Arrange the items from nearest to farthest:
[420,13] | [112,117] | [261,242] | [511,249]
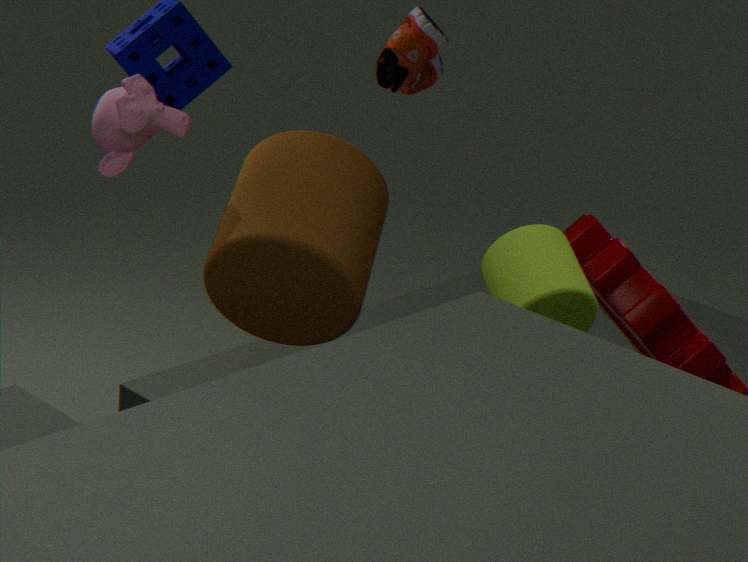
[511,249] → [112,117] → [261,242] → [420,13]
